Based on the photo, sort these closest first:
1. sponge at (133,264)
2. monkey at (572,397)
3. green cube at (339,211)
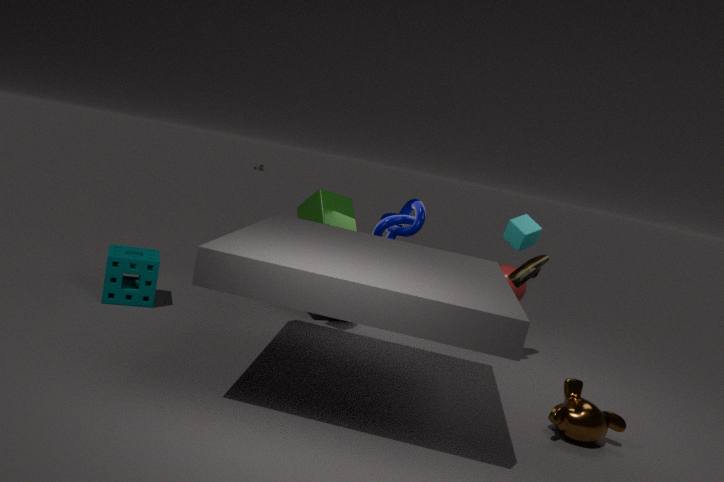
monkey at (572,397)
sponge at (133,264)
green cube at (339,211)
